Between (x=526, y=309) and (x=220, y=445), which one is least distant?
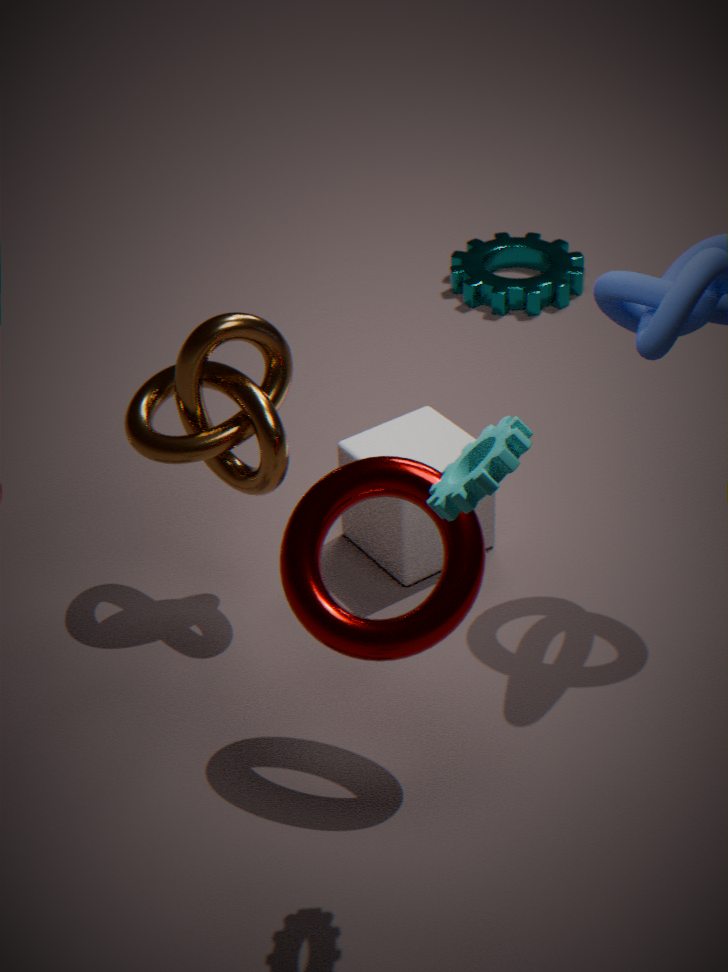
(x=220, y=445)
